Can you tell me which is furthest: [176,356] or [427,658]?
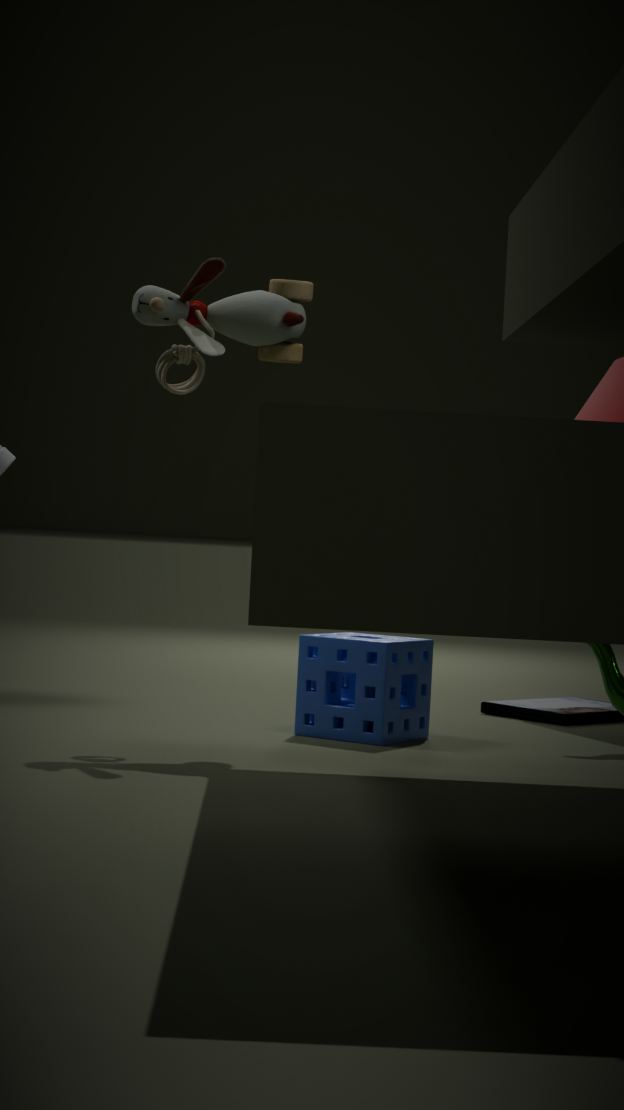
[427,658]
